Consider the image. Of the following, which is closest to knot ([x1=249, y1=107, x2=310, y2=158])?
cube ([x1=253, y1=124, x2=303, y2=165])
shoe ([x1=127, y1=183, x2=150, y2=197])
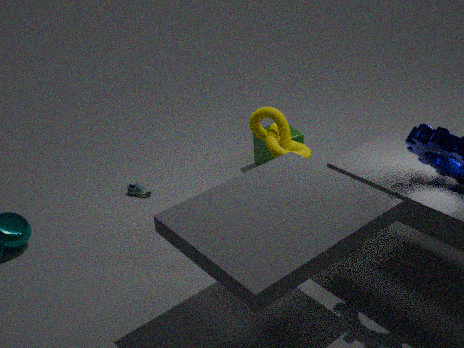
cube ([x1=253, y1=124, x2=303, y2=165])
